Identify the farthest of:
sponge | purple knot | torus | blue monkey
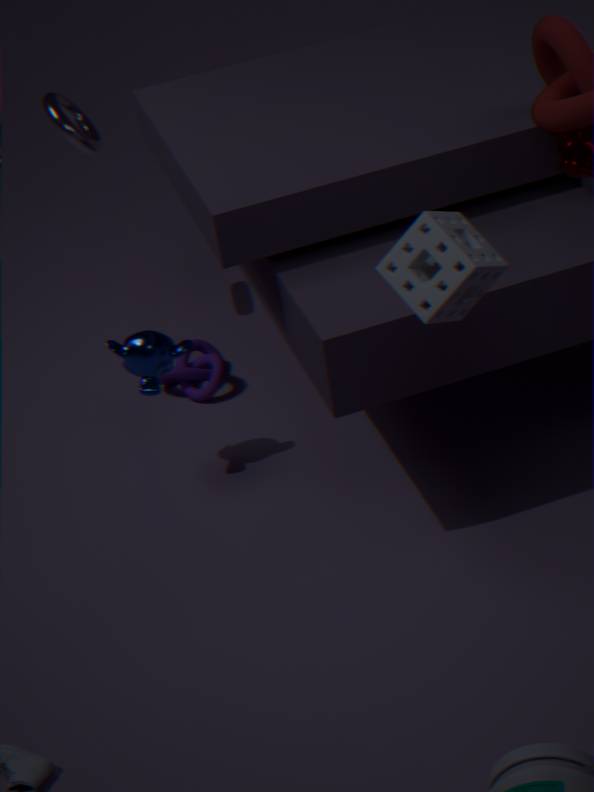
torus
